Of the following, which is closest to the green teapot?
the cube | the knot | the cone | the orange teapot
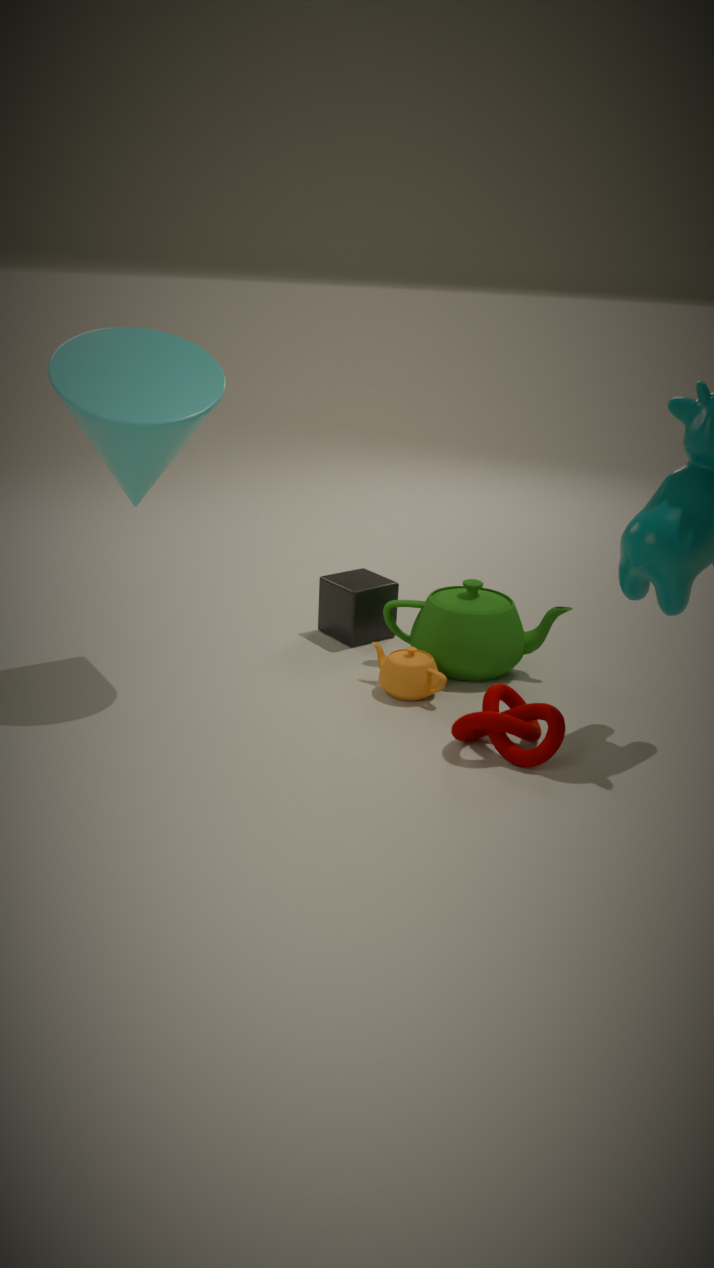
the orange teapot
